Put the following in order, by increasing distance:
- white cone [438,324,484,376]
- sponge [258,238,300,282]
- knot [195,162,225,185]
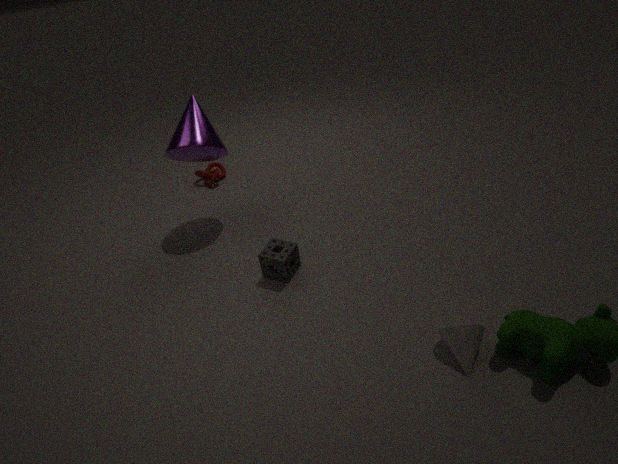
white cone [438,324,484,376]
sponge [258,238,300,282]
knot [195,162,225,185]
